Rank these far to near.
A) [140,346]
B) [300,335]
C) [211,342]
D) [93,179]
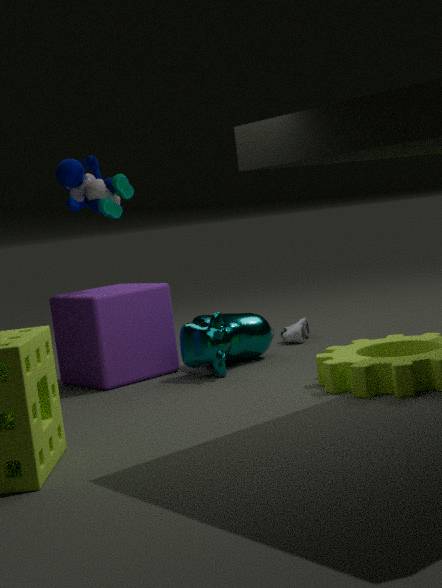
[300,335]
[93,179]
[140,346]
[211,342]
